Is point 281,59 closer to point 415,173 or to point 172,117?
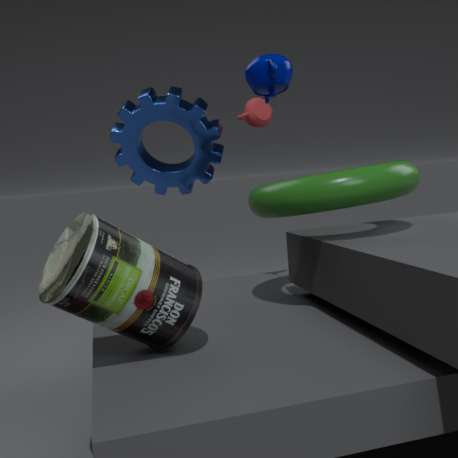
point 415,173
